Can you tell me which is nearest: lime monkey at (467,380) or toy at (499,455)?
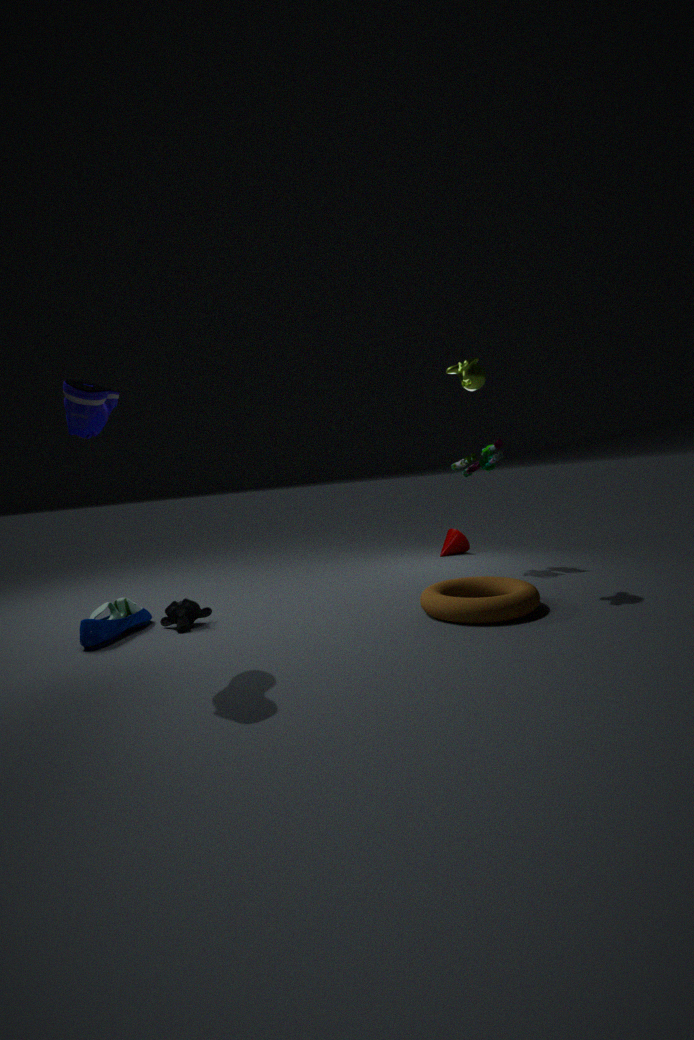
lime monkey at (467,380)
